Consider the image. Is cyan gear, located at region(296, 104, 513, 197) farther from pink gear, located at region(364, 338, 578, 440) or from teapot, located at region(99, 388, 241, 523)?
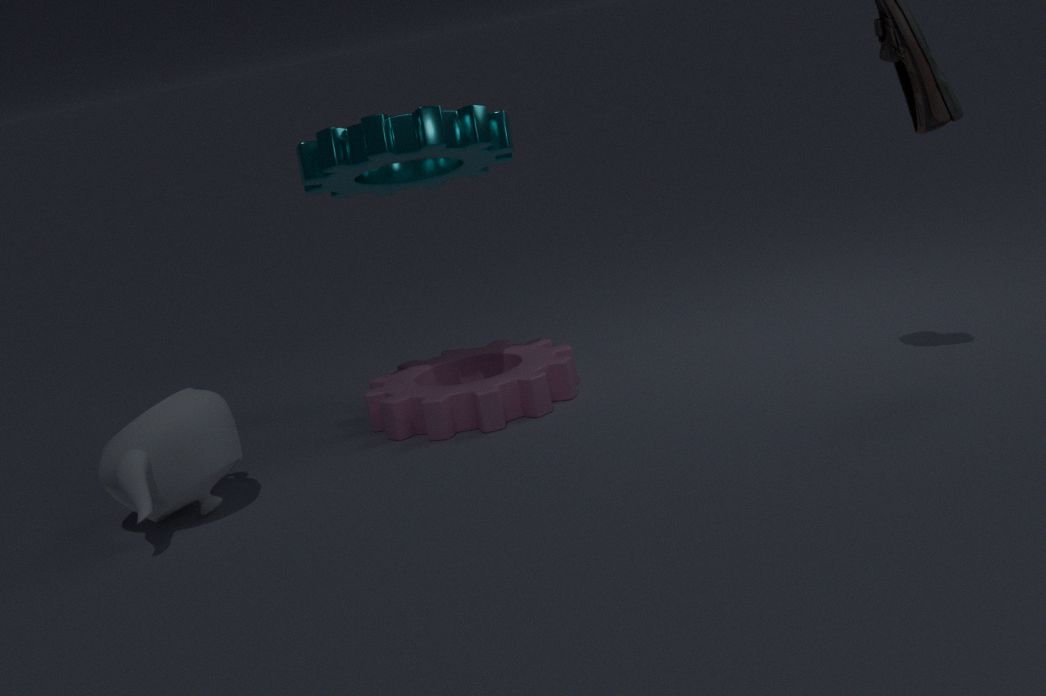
teapot, located at region(99, 388, 241, 523)
